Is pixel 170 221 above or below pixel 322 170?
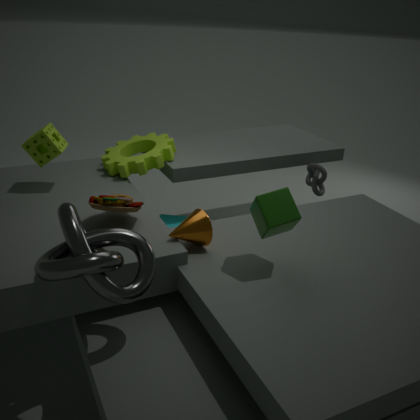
below
